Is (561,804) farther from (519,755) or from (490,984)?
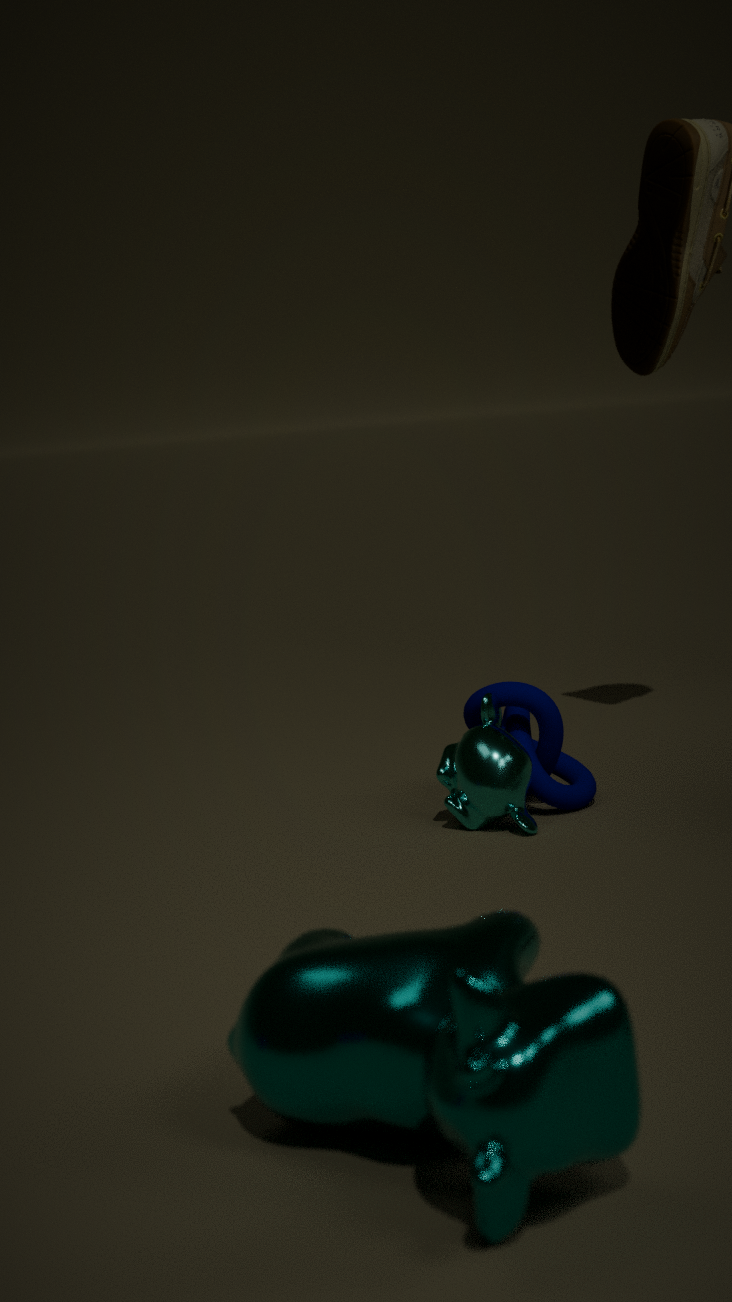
(490,984)
